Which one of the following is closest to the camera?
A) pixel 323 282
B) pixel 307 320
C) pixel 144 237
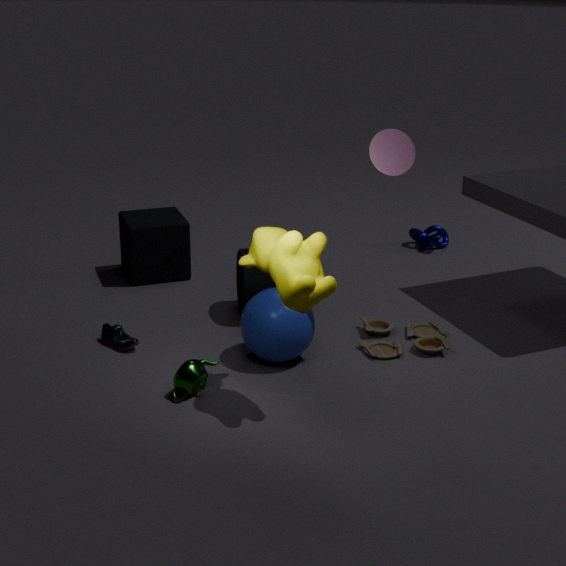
pixel 323 282
